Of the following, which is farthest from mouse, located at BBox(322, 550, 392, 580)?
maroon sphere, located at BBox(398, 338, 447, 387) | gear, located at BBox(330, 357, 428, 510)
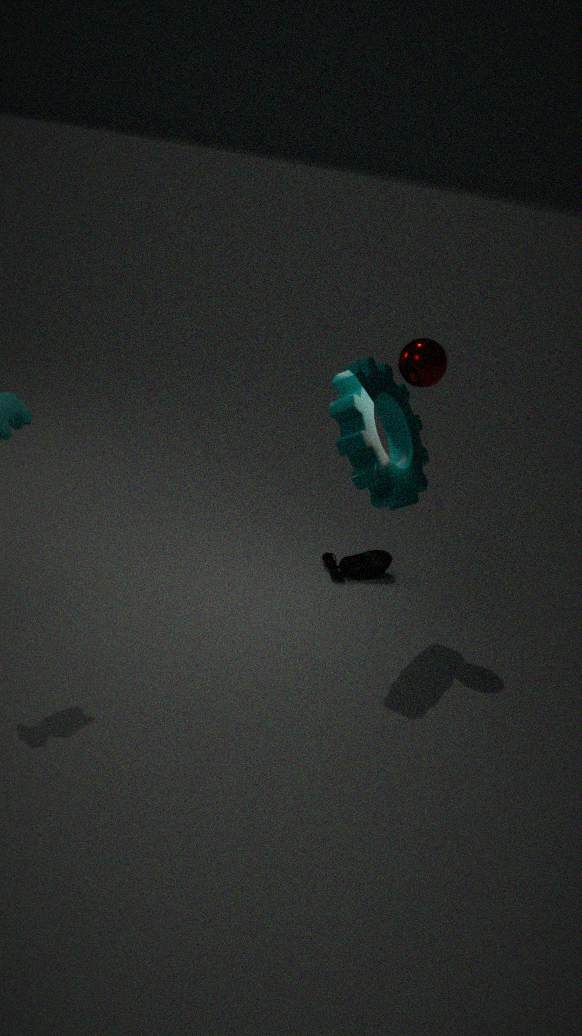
maroon sphere, located at BBox(398, 338, 447, 387)
